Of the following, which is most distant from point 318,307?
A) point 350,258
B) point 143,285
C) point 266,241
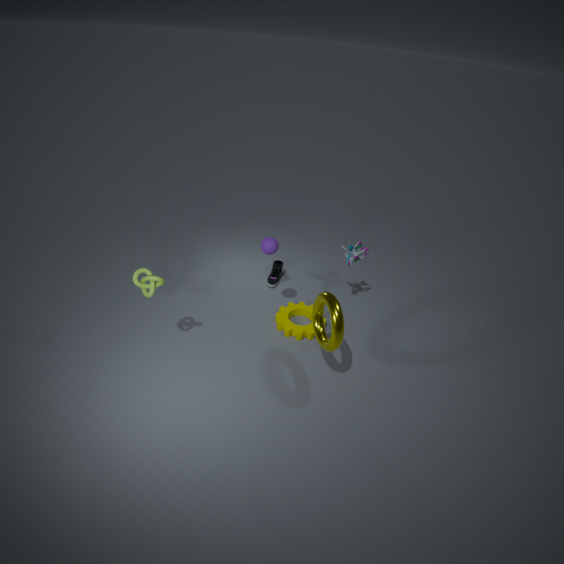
point 143,285
